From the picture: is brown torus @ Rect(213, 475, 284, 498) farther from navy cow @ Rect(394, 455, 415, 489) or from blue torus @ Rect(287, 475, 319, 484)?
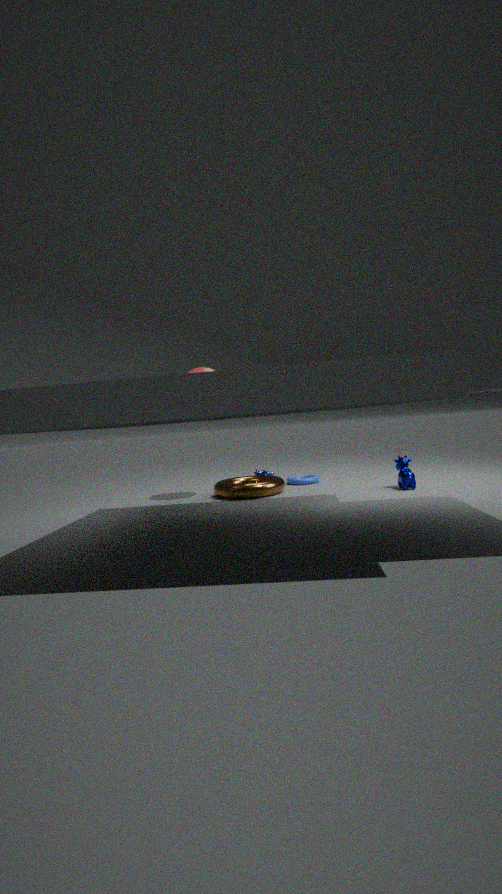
navy cow @ Rect(394, 455, 415, 489)
